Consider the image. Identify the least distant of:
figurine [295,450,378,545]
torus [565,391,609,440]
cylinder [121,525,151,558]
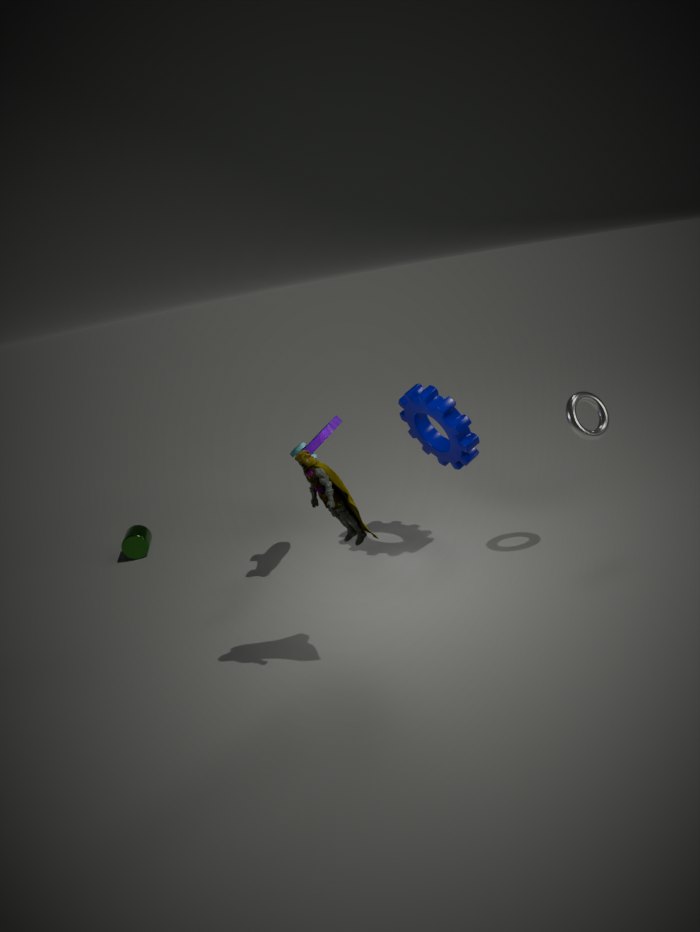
figurine [295,450,378,545]
